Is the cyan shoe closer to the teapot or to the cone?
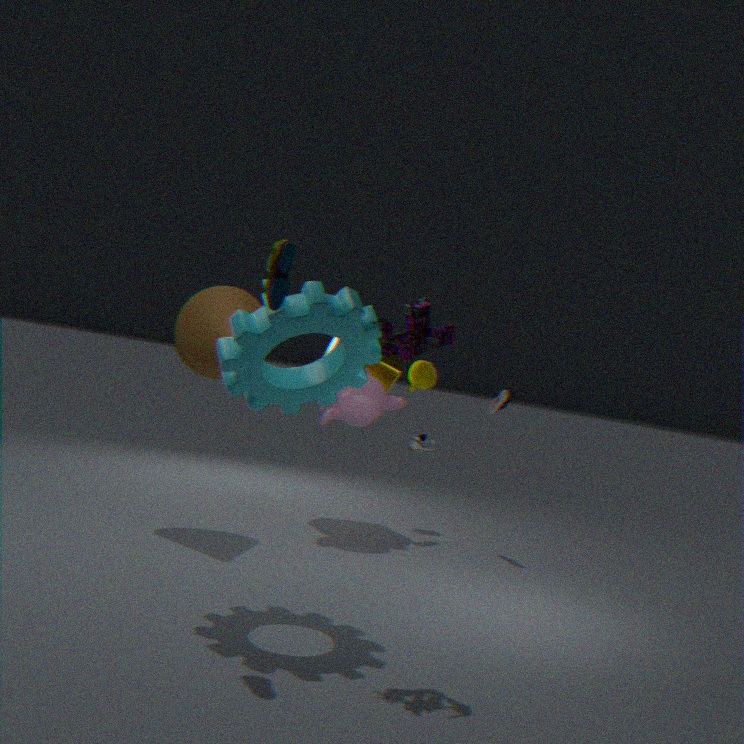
the cone
